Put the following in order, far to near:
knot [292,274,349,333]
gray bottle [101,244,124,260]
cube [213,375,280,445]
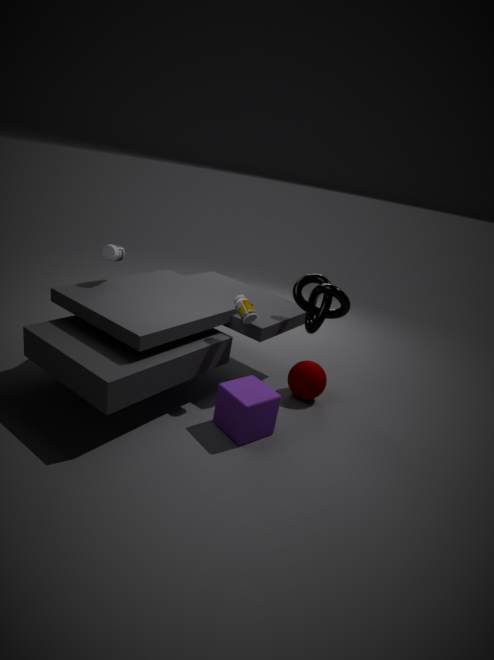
gray bottle [101,244,124,260] → knot [292,274,349,333] → cube [213,375,280,445]
